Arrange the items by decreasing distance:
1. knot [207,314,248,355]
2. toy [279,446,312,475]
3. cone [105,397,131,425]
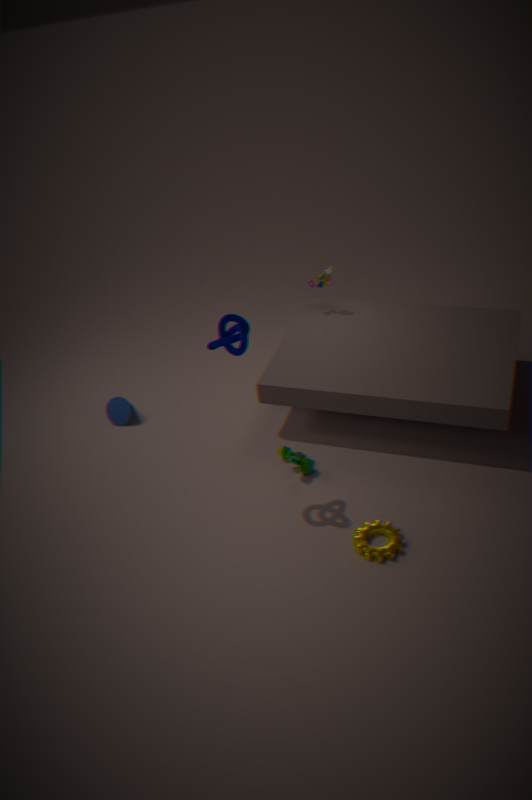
cone [105,397,131,425], toy [279,446,312,475], knot [207,314,248,355]
